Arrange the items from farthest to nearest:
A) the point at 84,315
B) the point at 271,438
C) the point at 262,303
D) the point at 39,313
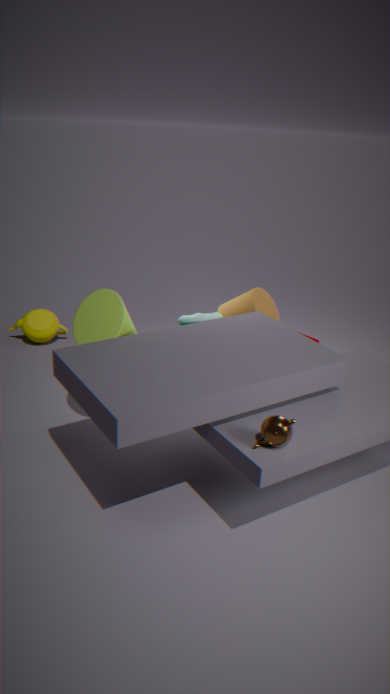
the point at 39,313
the point at 262,303
the point at 84,315
the point at 271,438
